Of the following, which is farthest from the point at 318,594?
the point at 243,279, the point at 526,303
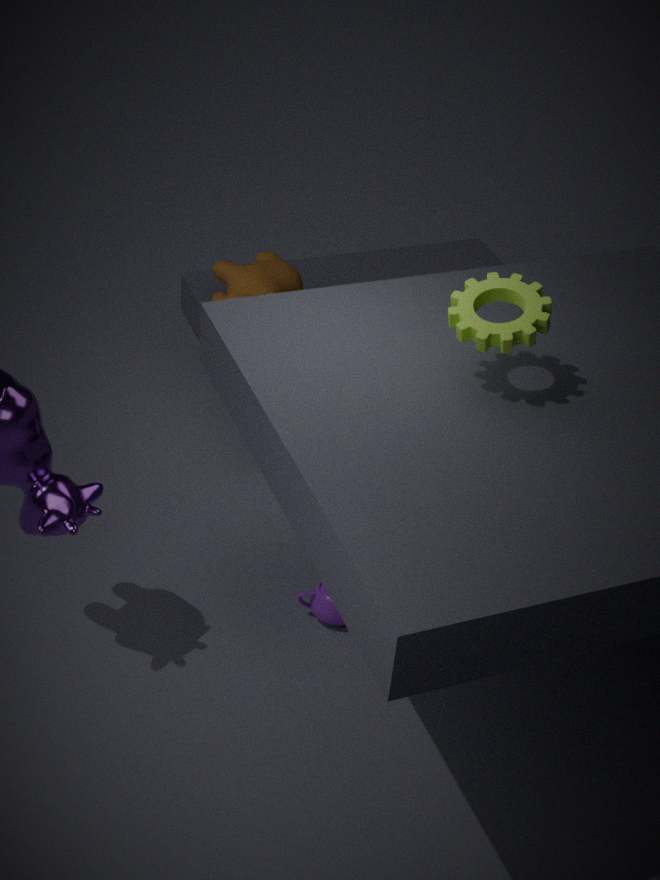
the point at 243,279
